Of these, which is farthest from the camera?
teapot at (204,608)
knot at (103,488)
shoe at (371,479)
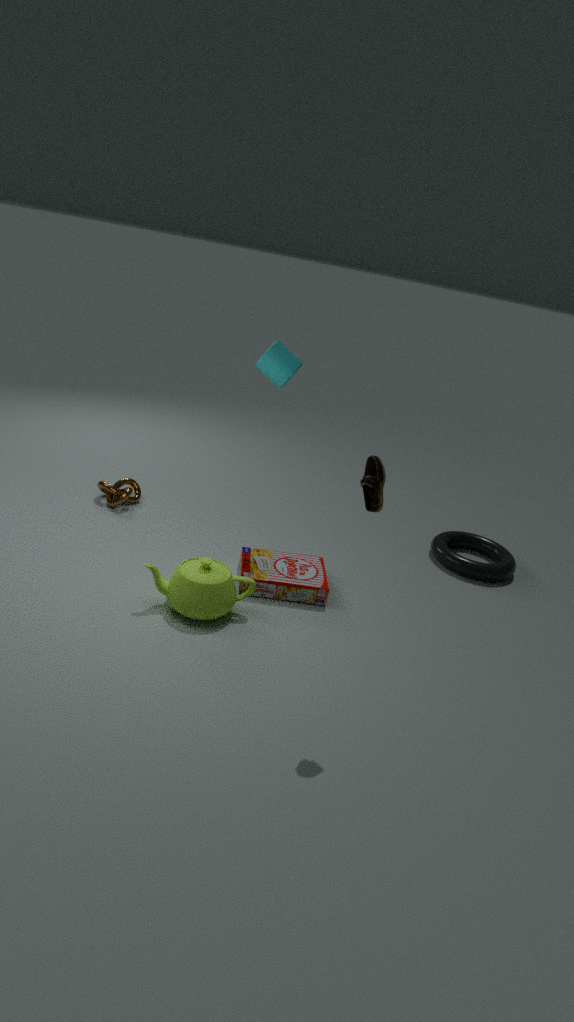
knot at (103,488)
